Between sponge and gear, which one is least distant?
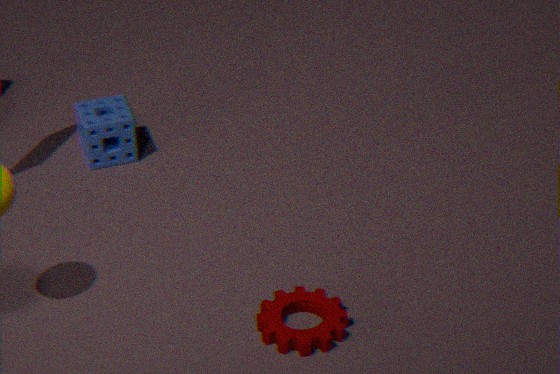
gear
